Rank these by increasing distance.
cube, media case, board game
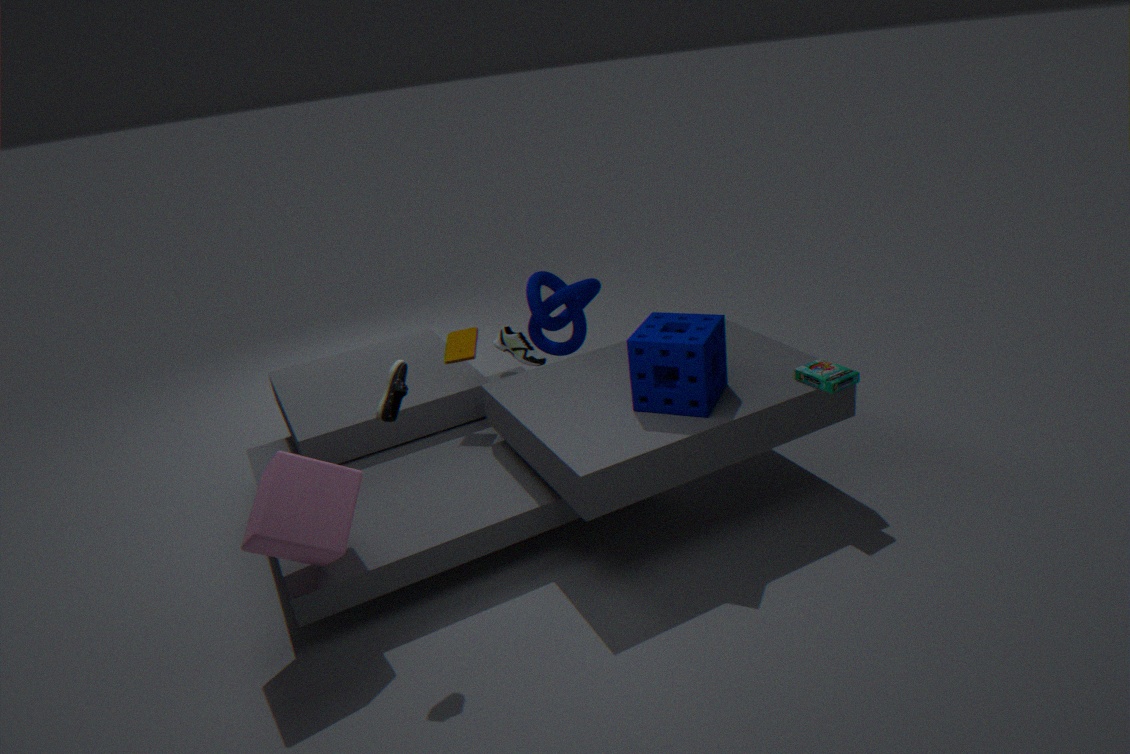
cube → board game → media case
